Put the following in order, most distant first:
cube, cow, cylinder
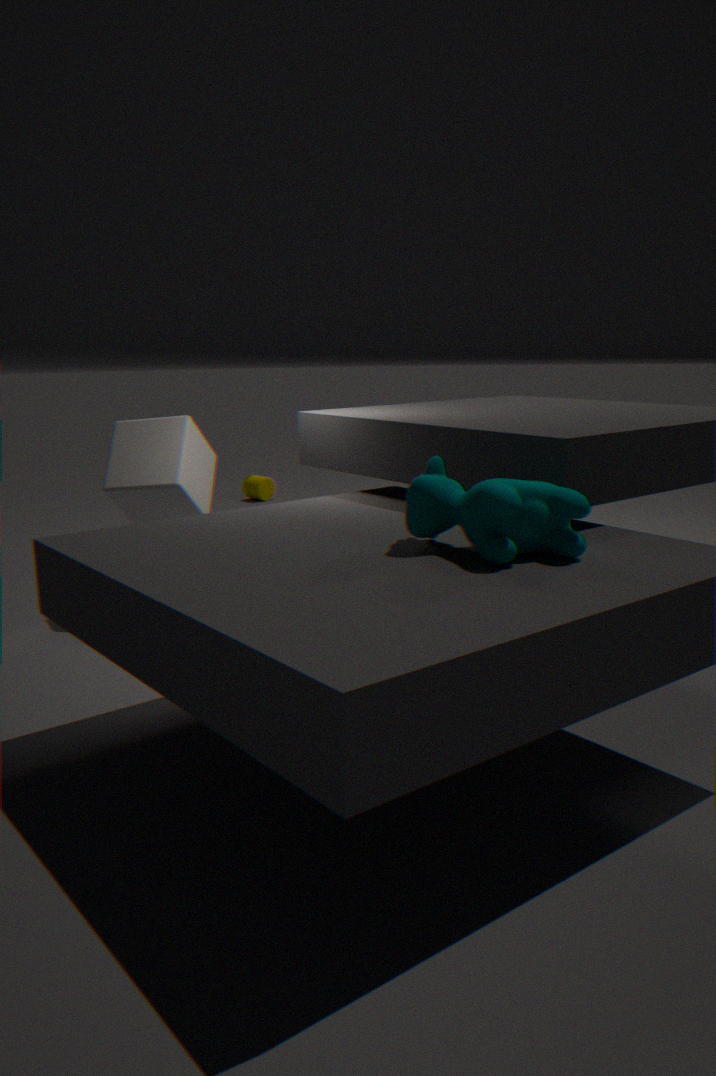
cylinder
cube
cow
